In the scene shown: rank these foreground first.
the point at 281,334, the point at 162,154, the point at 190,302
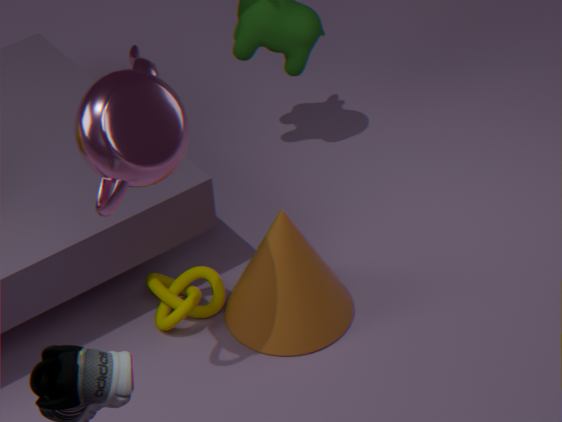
the point at 162,154, the point at 281,334, the point at 190,302
